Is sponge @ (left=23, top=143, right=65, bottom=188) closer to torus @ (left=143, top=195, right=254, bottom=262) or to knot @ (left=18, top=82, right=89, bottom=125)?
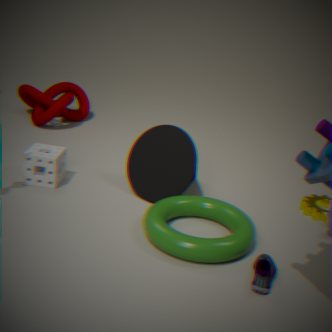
torus @ (left=143, top=195, right=254, bottom=262)
